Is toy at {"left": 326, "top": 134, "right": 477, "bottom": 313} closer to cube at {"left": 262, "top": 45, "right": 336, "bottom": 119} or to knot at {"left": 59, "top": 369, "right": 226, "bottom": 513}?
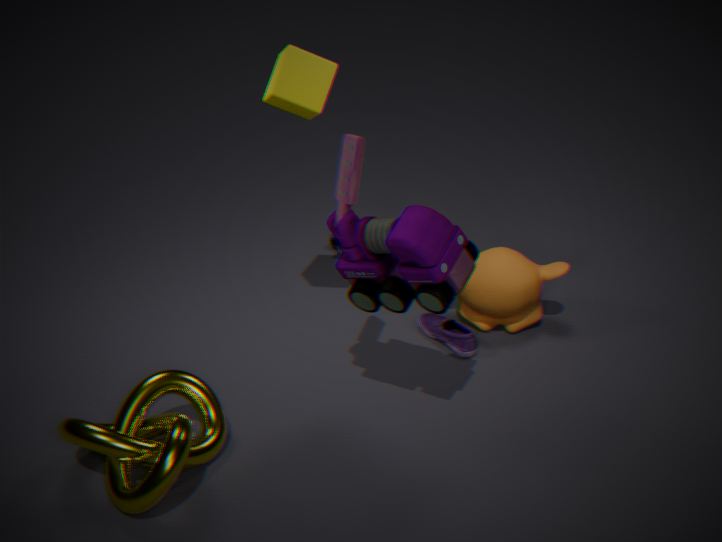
cube at {"left": 262, "top": 45, "right": 336, "bottom": 119}
